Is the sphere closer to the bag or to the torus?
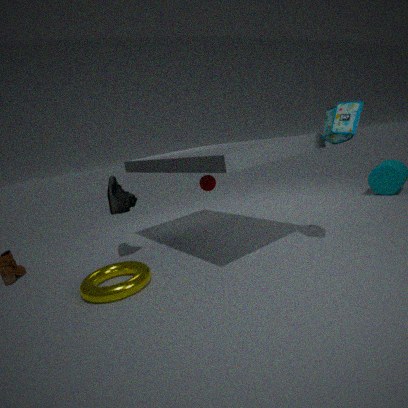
the torus
